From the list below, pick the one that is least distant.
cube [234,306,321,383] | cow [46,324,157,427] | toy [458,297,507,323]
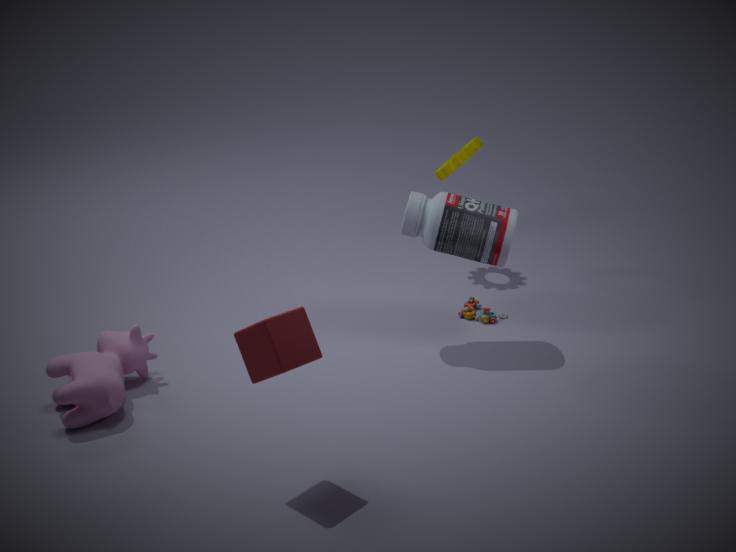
cube [234,306,321,383]
